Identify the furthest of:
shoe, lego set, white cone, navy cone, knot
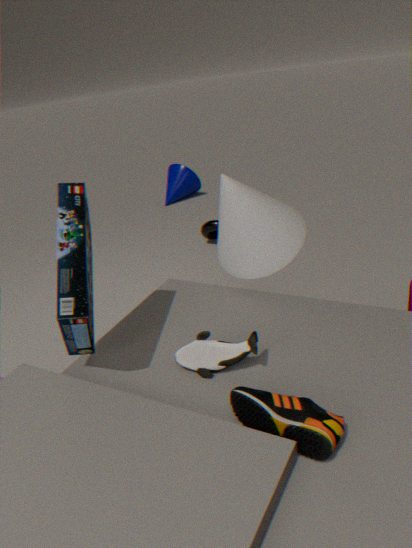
navy cone
